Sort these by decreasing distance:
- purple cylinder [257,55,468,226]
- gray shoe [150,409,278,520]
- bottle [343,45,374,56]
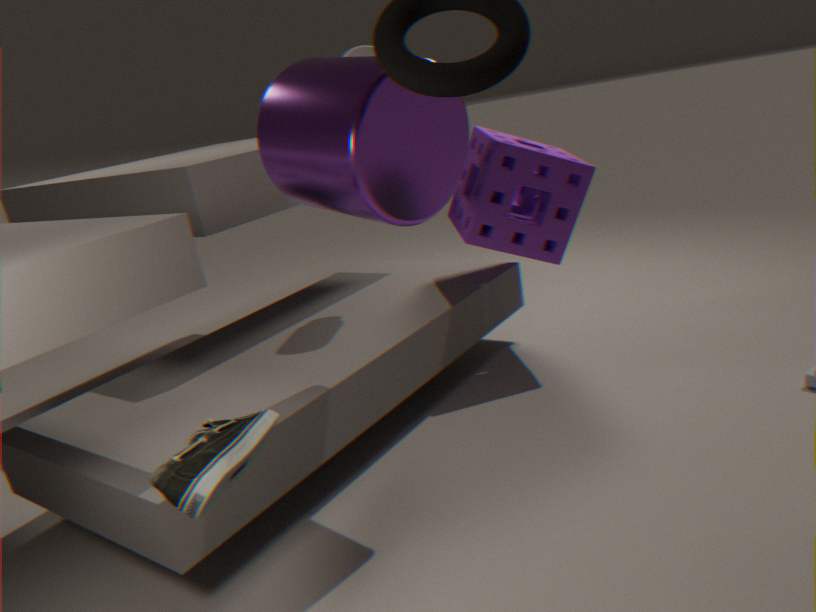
bottle [343,45,374,56]
purple cylinder [257,55,468,226]
gray shoe [150,409,278,520]
